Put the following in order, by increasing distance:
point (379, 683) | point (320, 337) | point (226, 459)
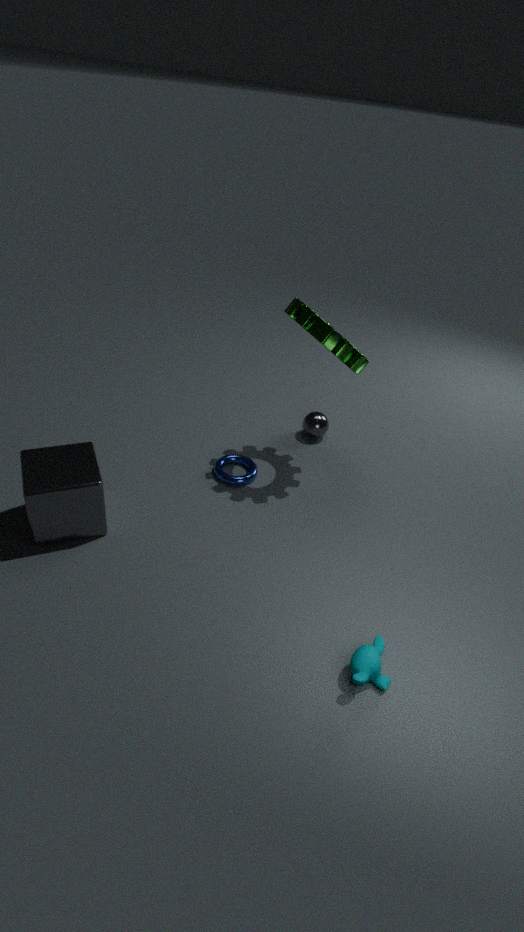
1. point (379, 683)
2. point (320, 337)
3. point (226, 459)
